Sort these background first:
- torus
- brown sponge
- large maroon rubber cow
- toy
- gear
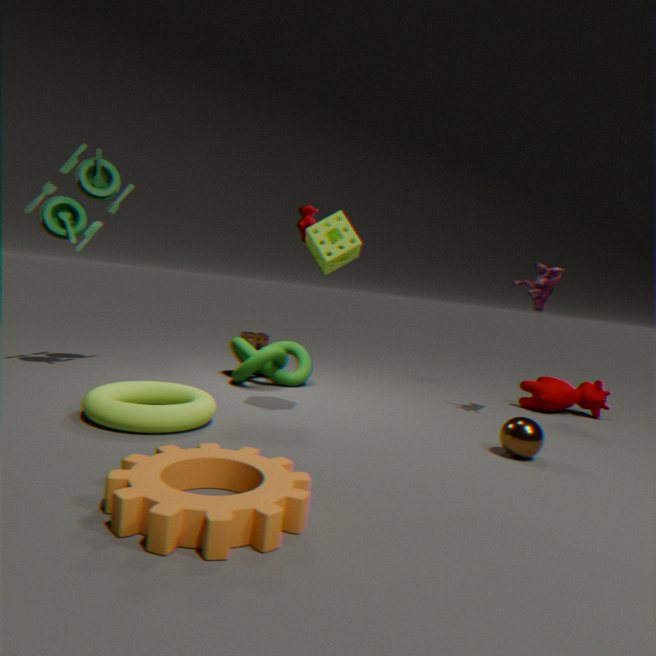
brown sponge, large maroon rubber cow, toy, torus, gear
